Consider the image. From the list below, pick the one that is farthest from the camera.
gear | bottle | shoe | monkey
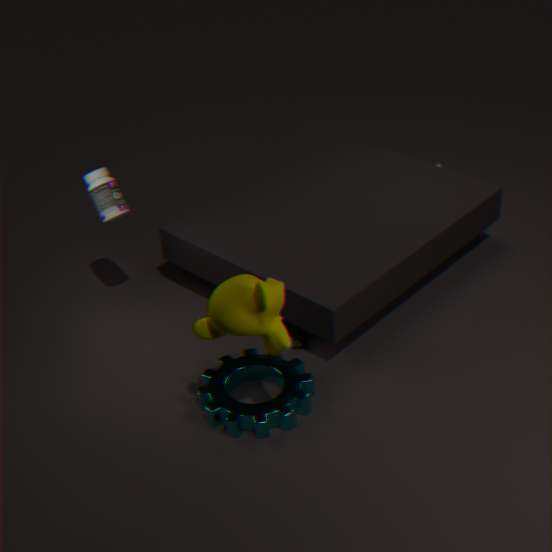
bottle
